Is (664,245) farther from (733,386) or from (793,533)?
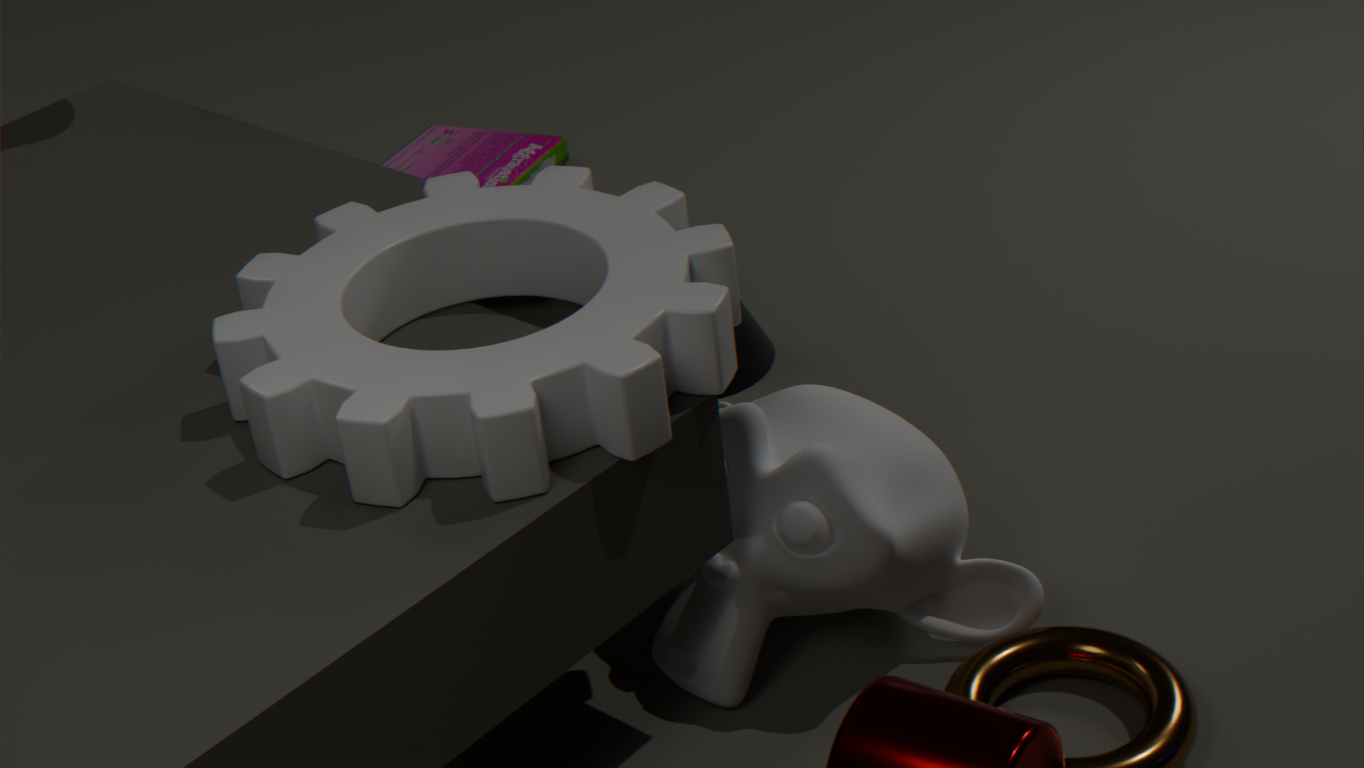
(733,386)
